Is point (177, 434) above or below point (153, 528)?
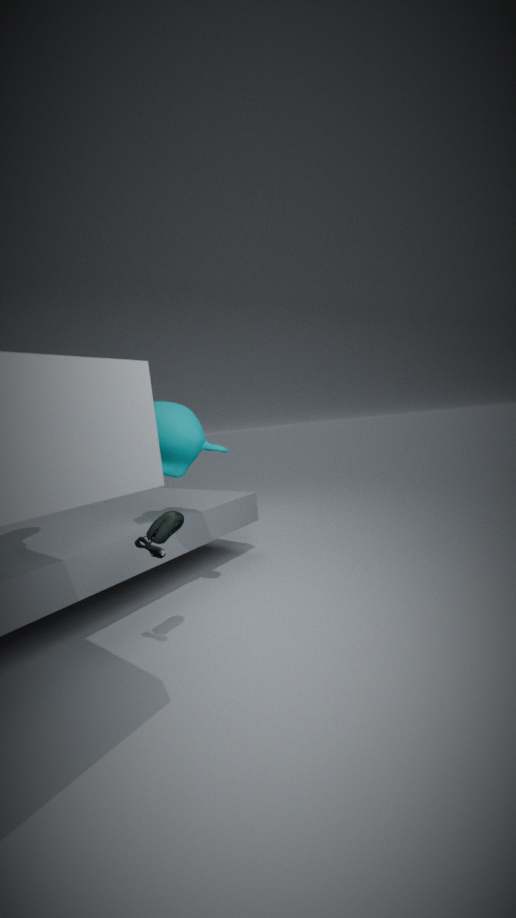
above
